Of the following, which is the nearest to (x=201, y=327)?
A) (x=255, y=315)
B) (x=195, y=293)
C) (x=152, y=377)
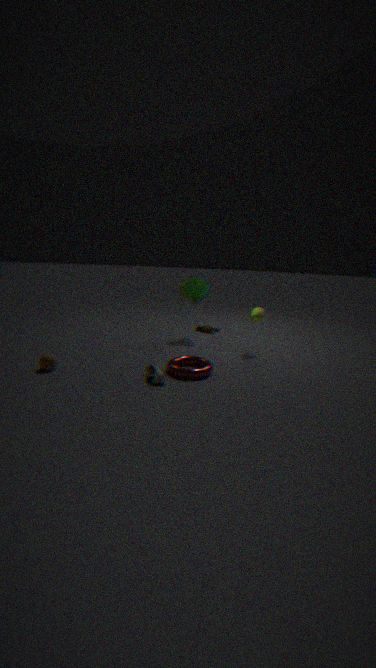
(x=195, y=293)
